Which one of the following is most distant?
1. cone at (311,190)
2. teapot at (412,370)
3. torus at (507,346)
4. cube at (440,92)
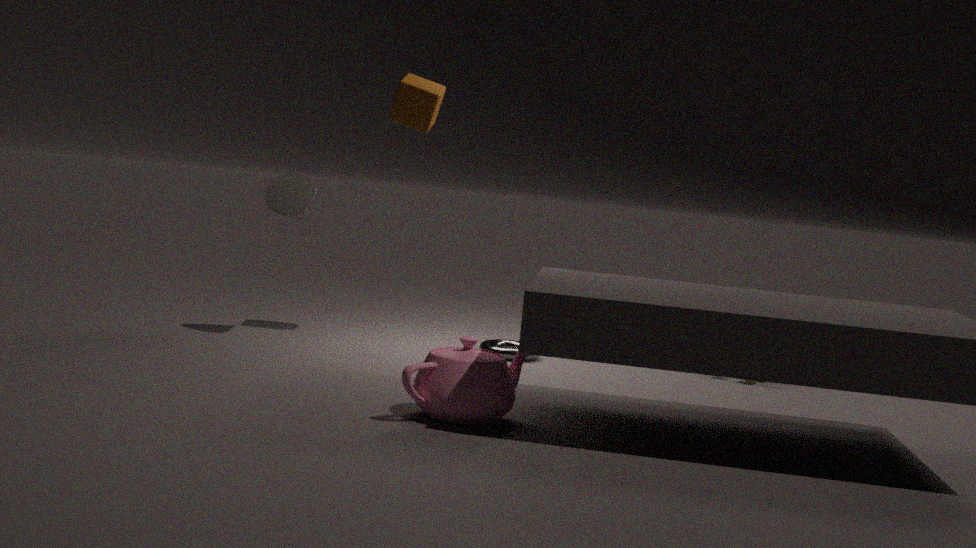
torus at (507,346)
